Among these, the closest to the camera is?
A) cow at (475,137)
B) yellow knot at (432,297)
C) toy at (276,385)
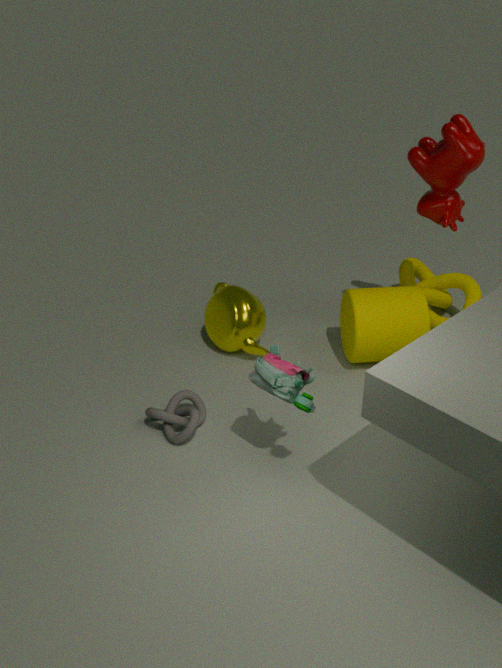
C. toy at (276,385)
